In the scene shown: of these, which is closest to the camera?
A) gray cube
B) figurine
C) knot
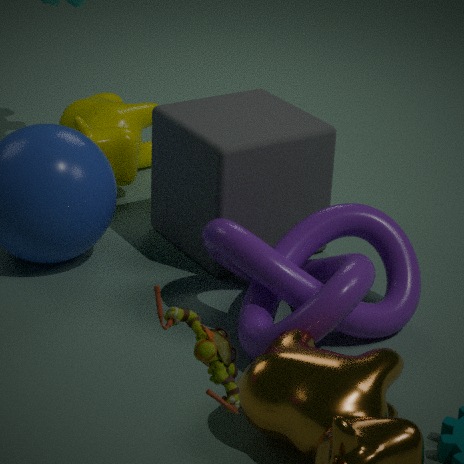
figurine
